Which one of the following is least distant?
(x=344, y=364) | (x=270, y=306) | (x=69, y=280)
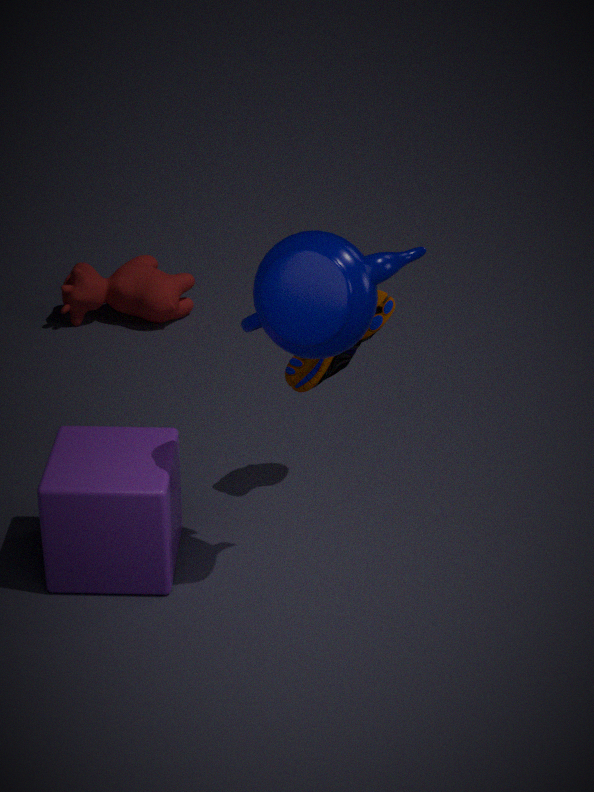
(x=270, y=306)
